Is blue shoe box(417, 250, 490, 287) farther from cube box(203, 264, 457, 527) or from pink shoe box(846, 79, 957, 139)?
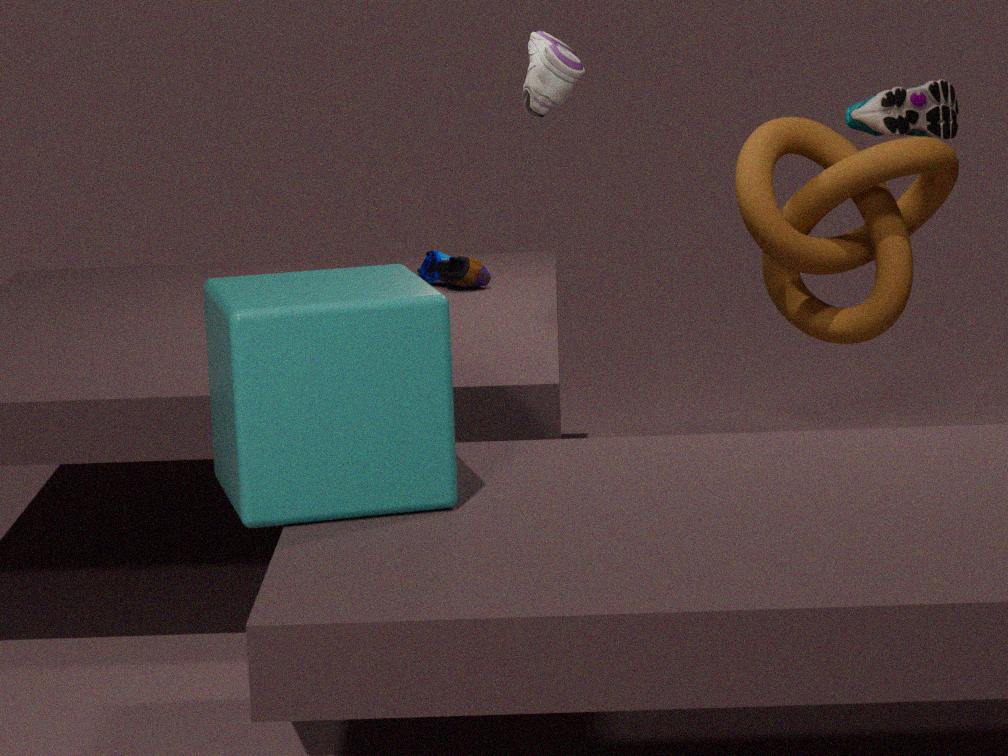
cube box(203, 264, 457, 527)
